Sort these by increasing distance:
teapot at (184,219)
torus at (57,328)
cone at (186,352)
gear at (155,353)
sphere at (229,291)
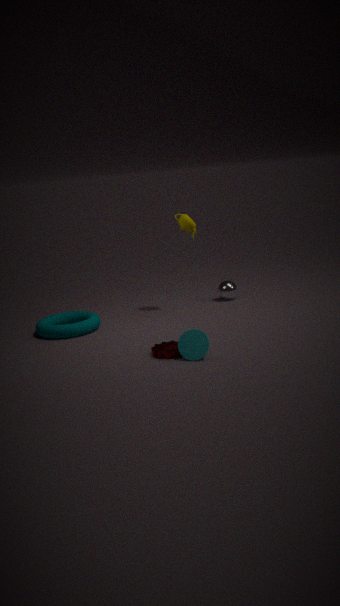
cone at (186,352) < gear at (155,353) < torus at (57,328) < teapot at (184,219) < sphere at (229,291)
